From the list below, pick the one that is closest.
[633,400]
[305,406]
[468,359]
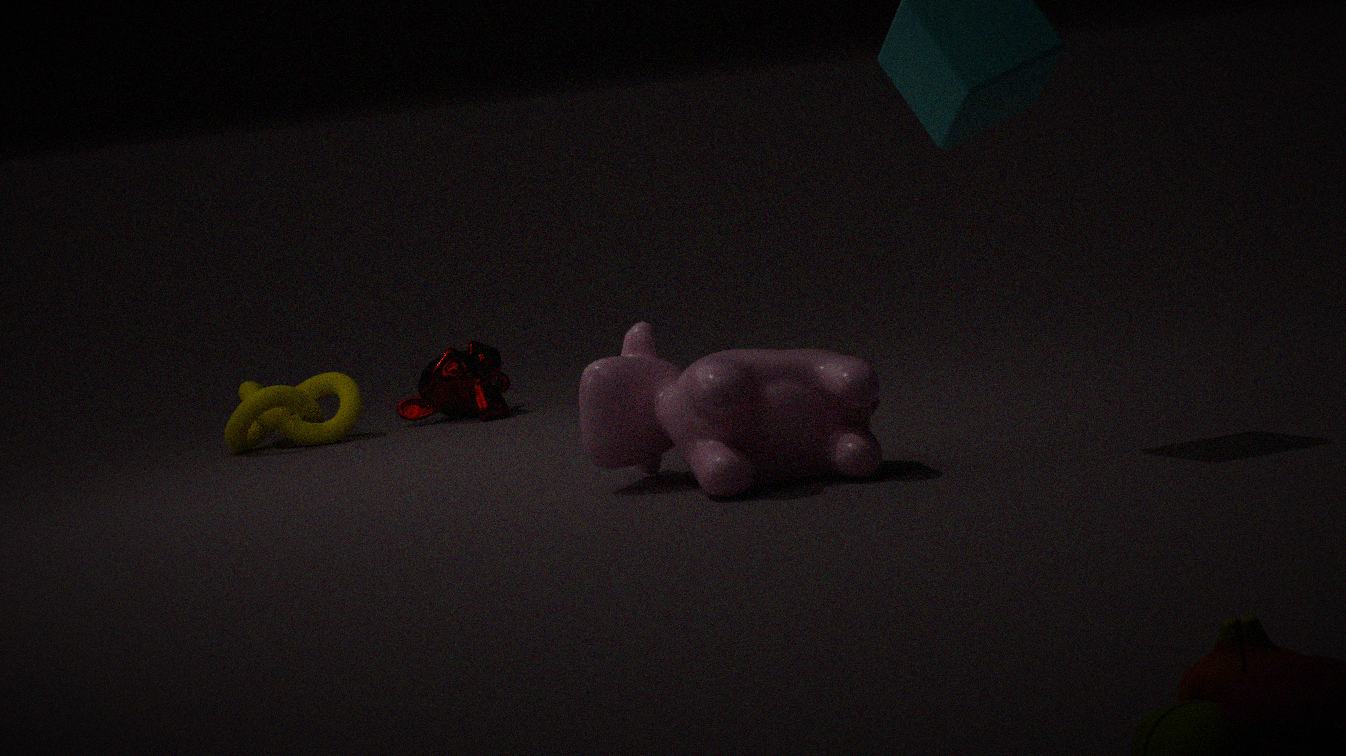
[633,400]
